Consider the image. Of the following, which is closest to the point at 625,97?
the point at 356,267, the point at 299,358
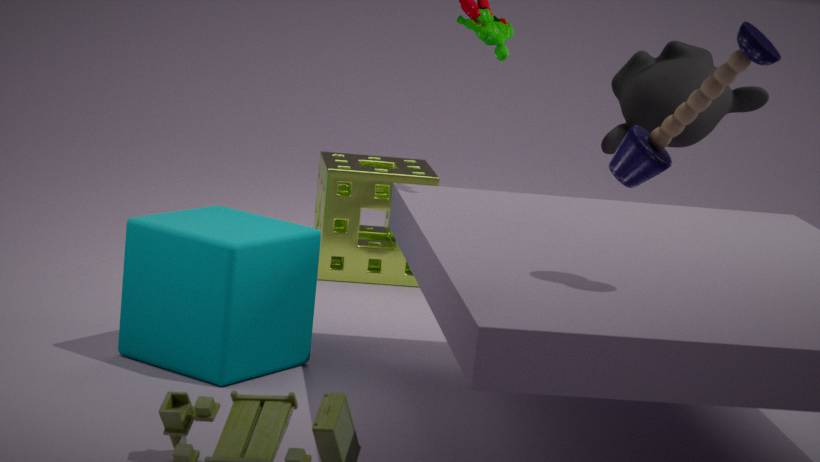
the point at 356,267
